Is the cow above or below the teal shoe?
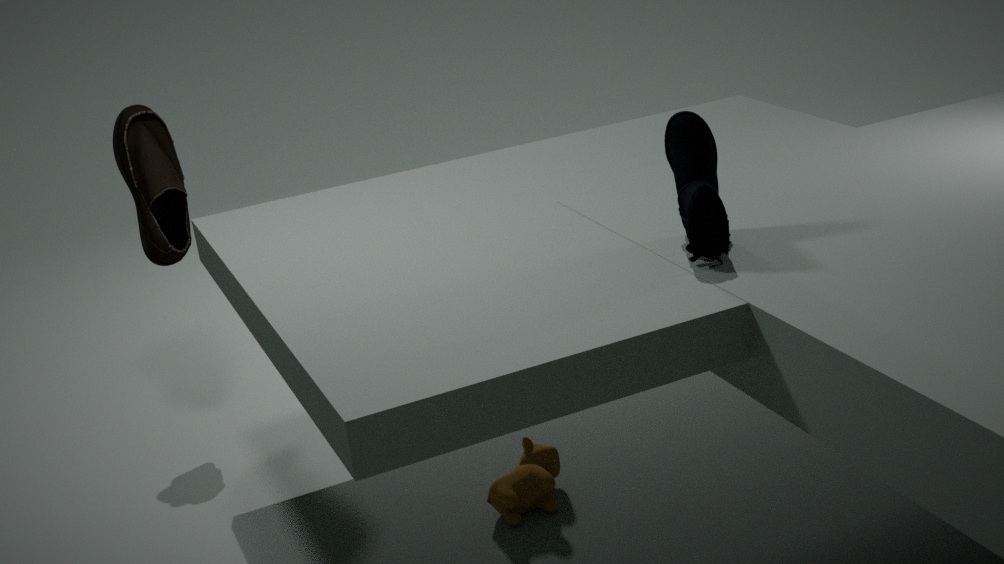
below
